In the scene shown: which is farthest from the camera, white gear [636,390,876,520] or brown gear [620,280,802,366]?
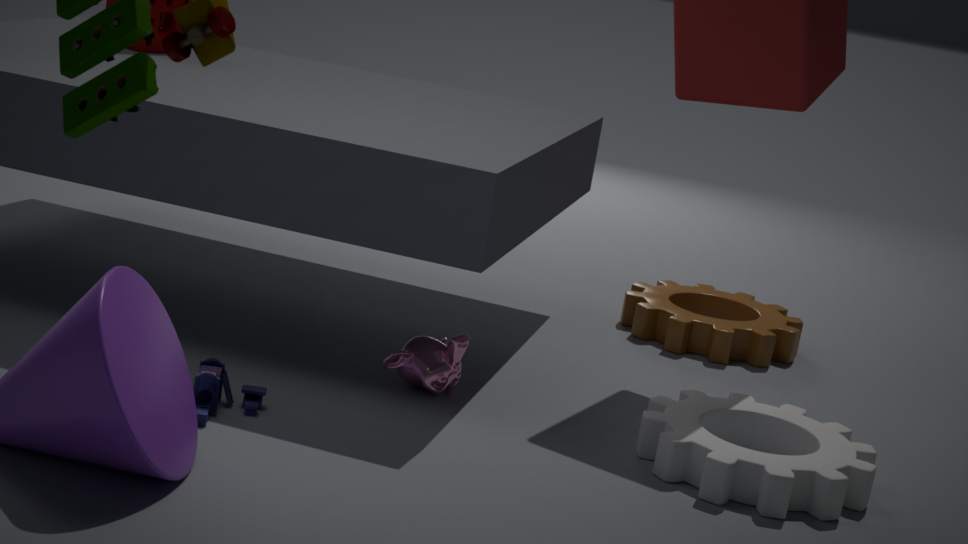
brown gear [620,280,802,366]
